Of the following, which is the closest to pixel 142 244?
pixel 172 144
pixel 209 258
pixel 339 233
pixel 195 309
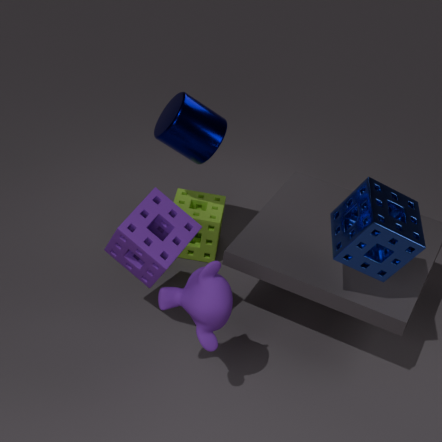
pixel 195 309
